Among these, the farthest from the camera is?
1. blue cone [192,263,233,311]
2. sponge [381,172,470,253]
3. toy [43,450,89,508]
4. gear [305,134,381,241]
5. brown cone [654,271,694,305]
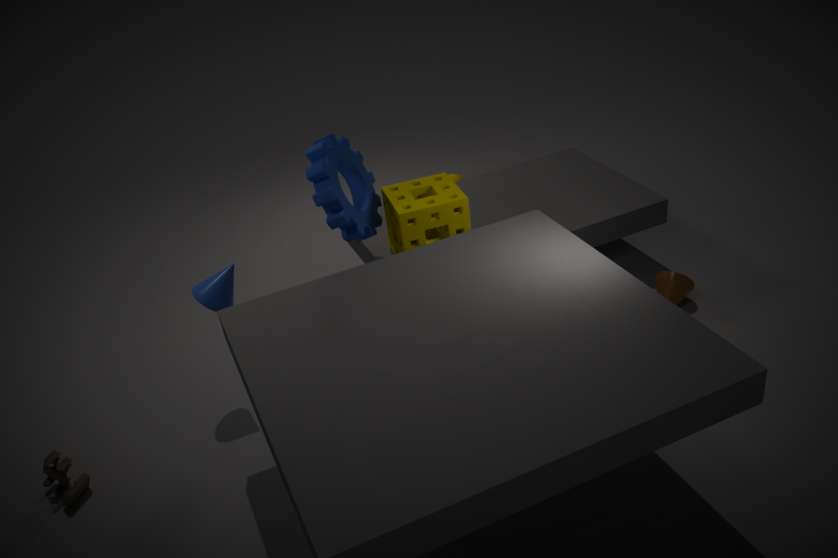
brown cone [654,271,694,305]
